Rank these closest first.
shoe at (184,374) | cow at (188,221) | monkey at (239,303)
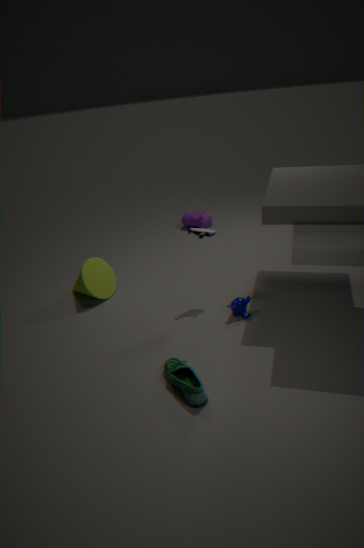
shoe at (184,374) < monkey at (239,303) < cow at (188,221)
